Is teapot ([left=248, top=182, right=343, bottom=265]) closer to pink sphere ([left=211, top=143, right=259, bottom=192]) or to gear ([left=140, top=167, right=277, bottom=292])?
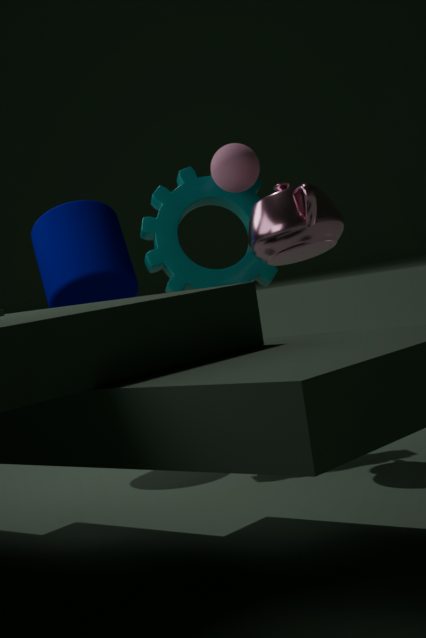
gear ([left=140, top=167, right=277, bottom=292])
